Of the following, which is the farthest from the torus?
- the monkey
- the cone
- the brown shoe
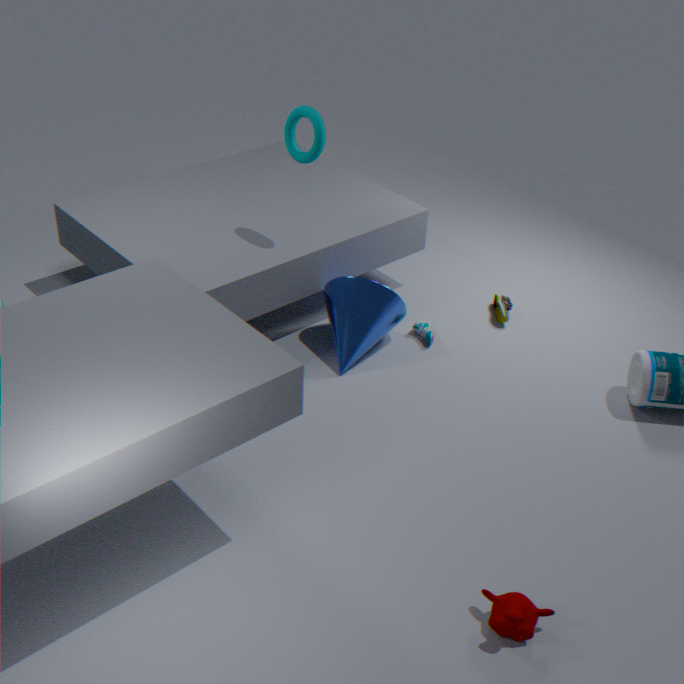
the monkey
